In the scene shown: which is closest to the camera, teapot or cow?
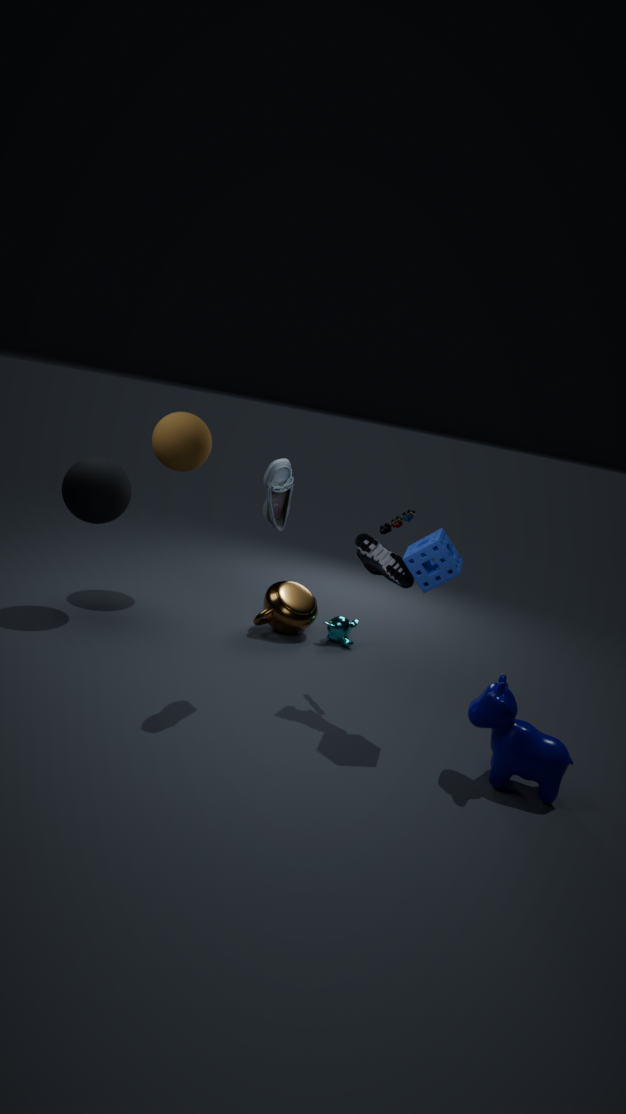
cow
